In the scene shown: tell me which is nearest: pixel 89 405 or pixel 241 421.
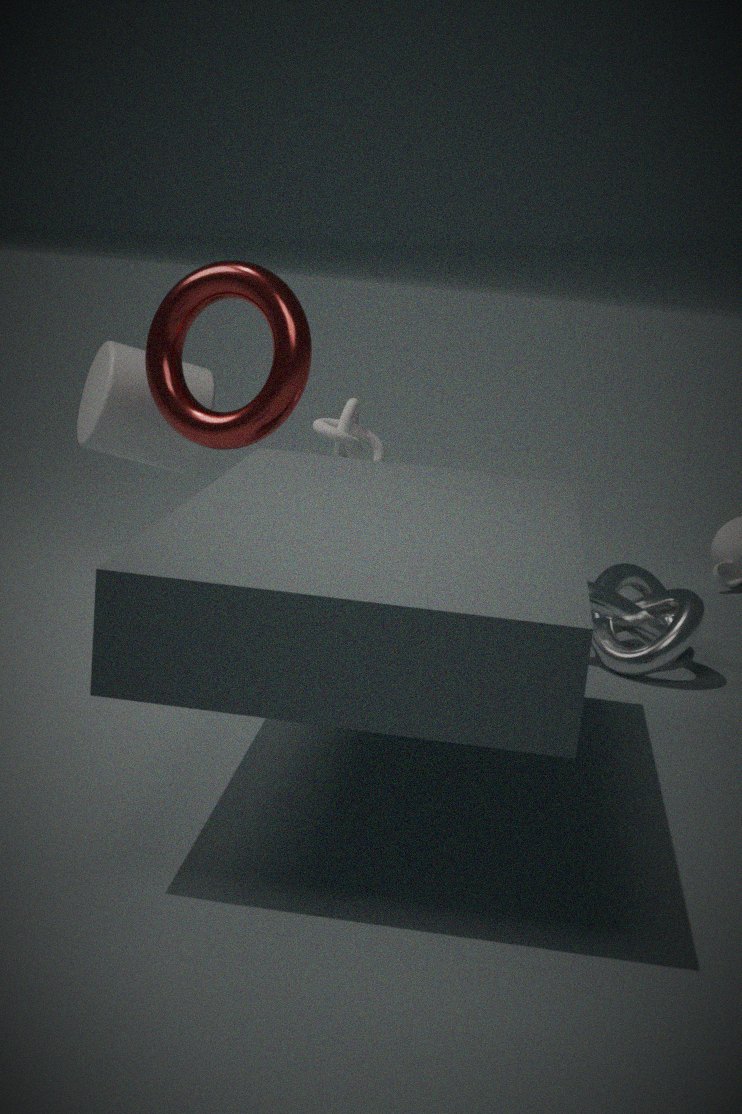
pixel 241 421
